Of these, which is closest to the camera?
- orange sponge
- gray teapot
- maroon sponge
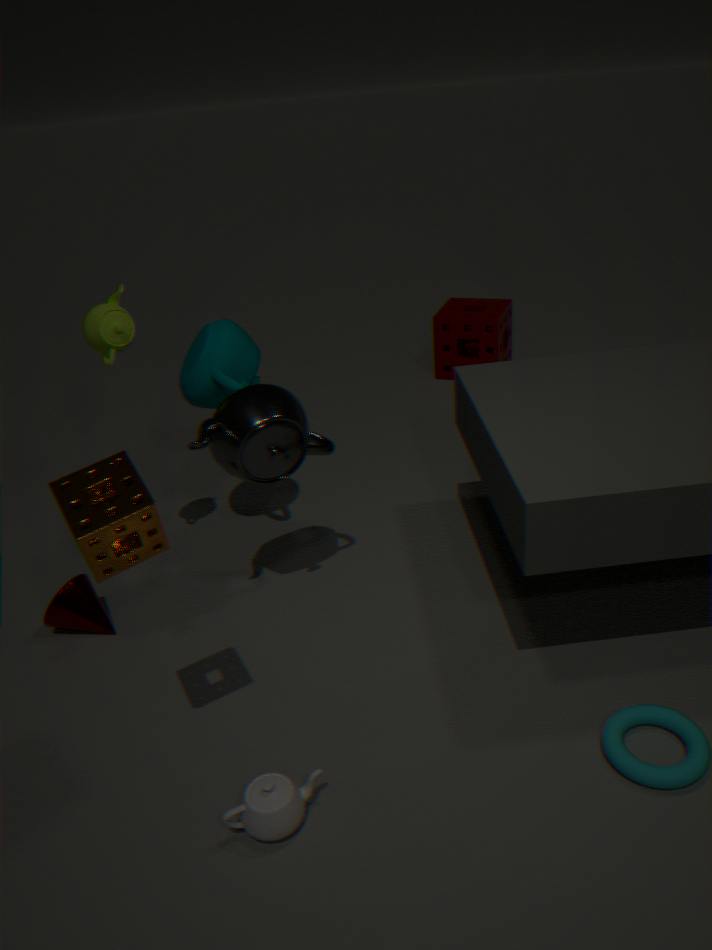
orange sponge
